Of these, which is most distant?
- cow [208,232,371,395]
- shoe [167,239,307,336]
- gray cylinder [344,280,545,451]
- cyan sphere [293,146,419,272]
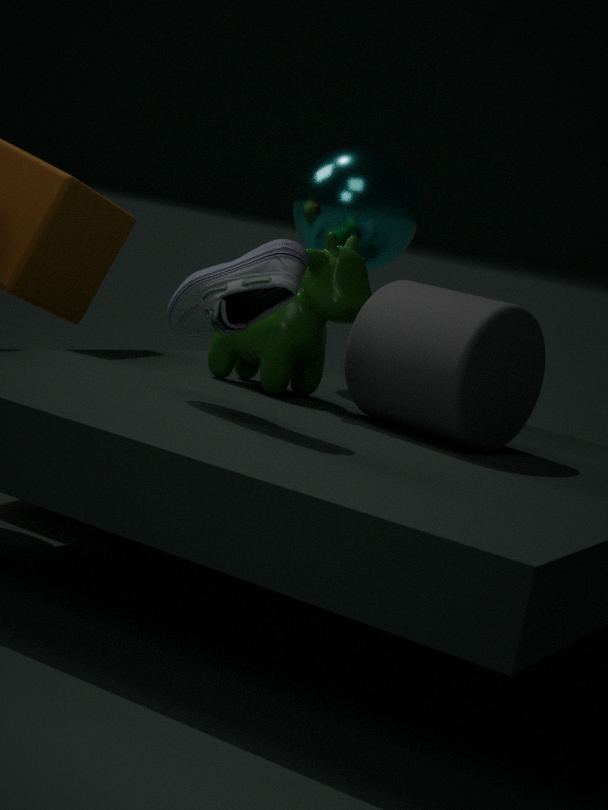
cyan sphere [293,146,419,272]
